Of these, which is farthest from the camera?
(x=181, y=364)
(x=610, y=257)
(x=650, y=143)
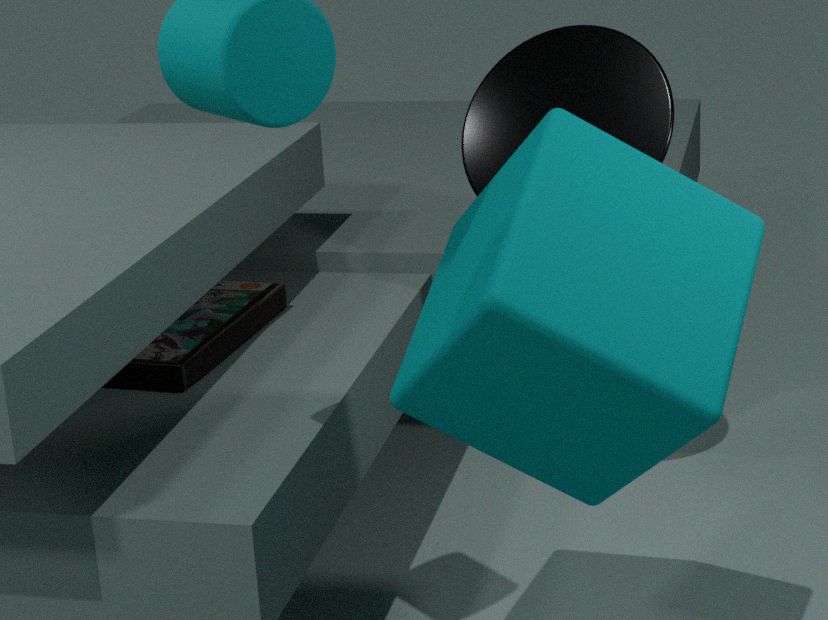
(x=650, y=143)
